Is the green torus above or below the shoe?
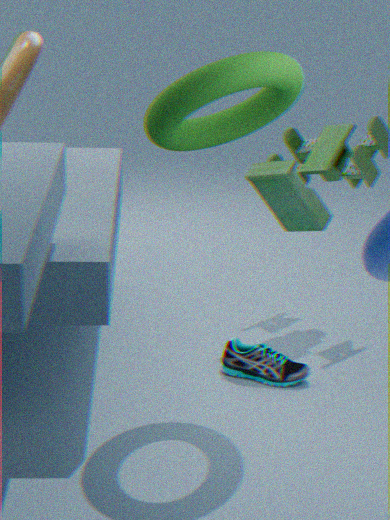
above
